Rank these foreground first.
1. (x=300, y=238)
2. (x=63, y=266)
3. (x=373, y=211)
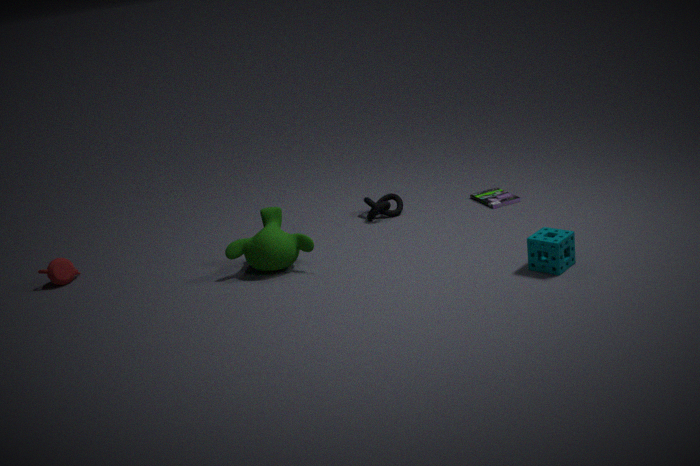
(x=300, y=238), (x=63, y=266), (x=373, y=211)
